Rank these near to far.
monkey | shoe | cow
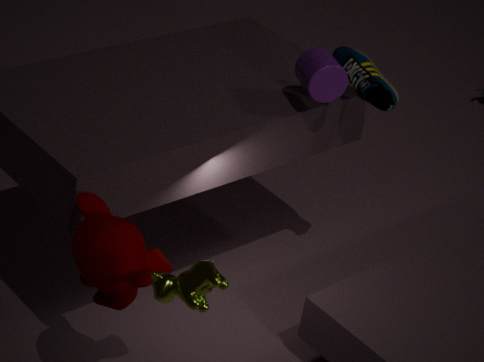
cow
monkey
shoe
